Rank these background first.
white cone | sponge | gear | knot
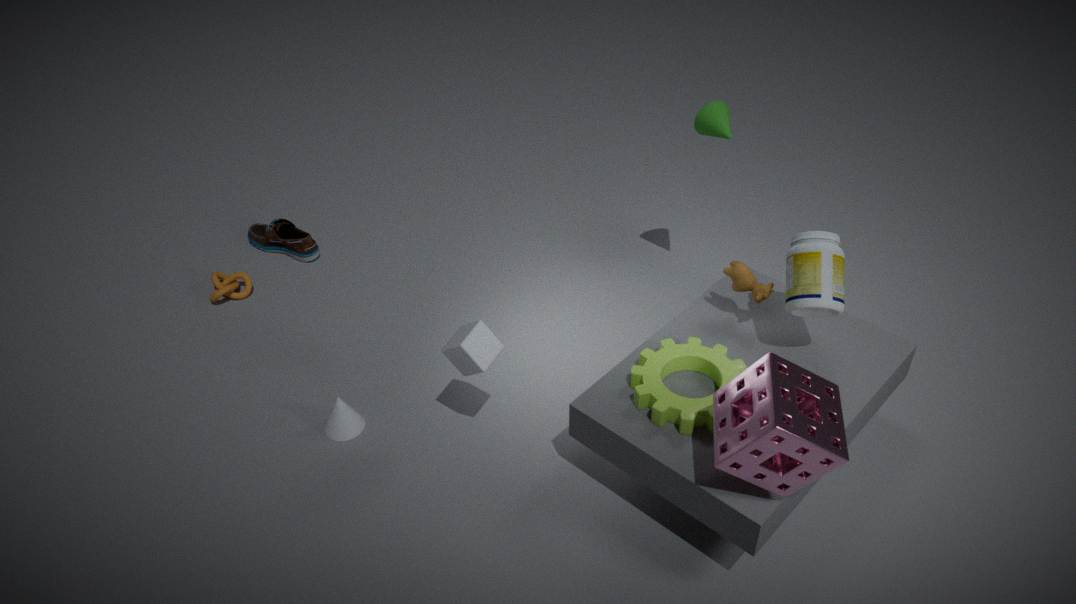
knot, white cone, gear, sponge
